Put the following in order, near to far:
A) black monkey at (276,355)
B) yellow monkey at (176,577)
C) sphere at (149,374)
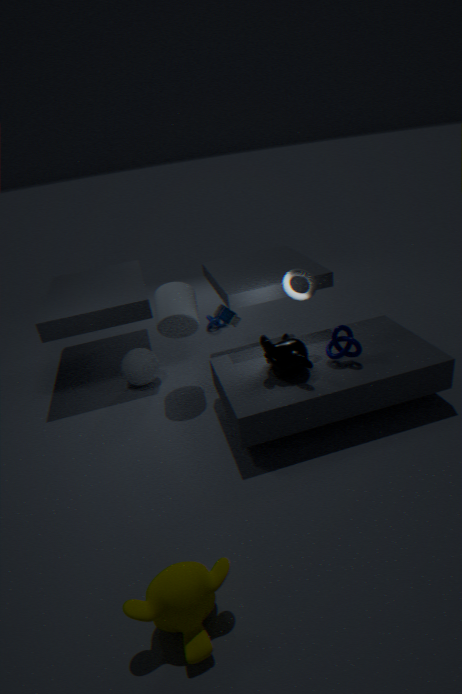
yellow monkey at (176,577), black monkey at (276,355), sphere at (149,374)
